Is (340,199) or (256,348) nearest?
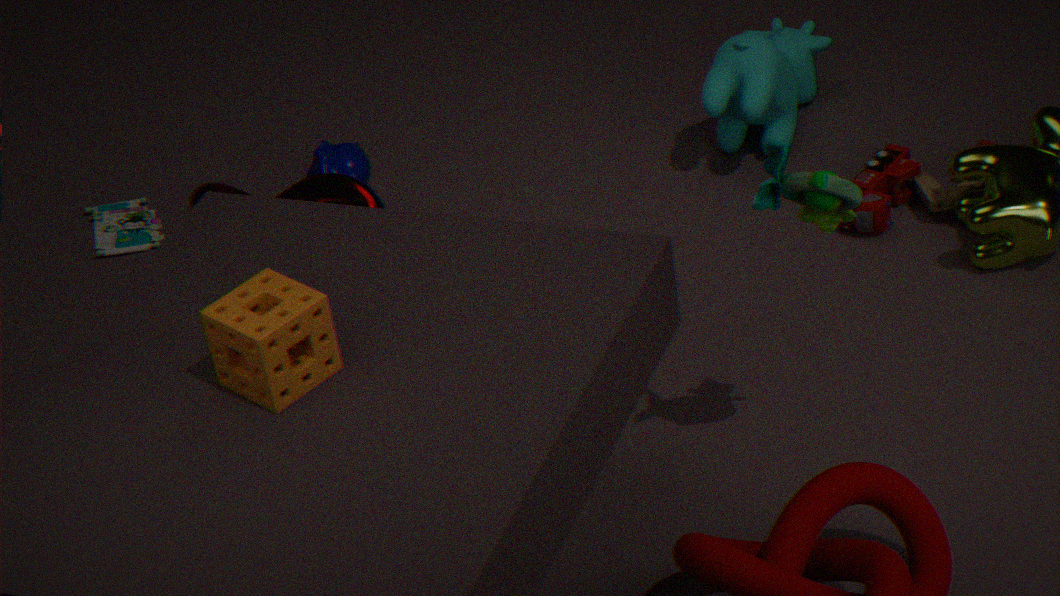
(256,348)
